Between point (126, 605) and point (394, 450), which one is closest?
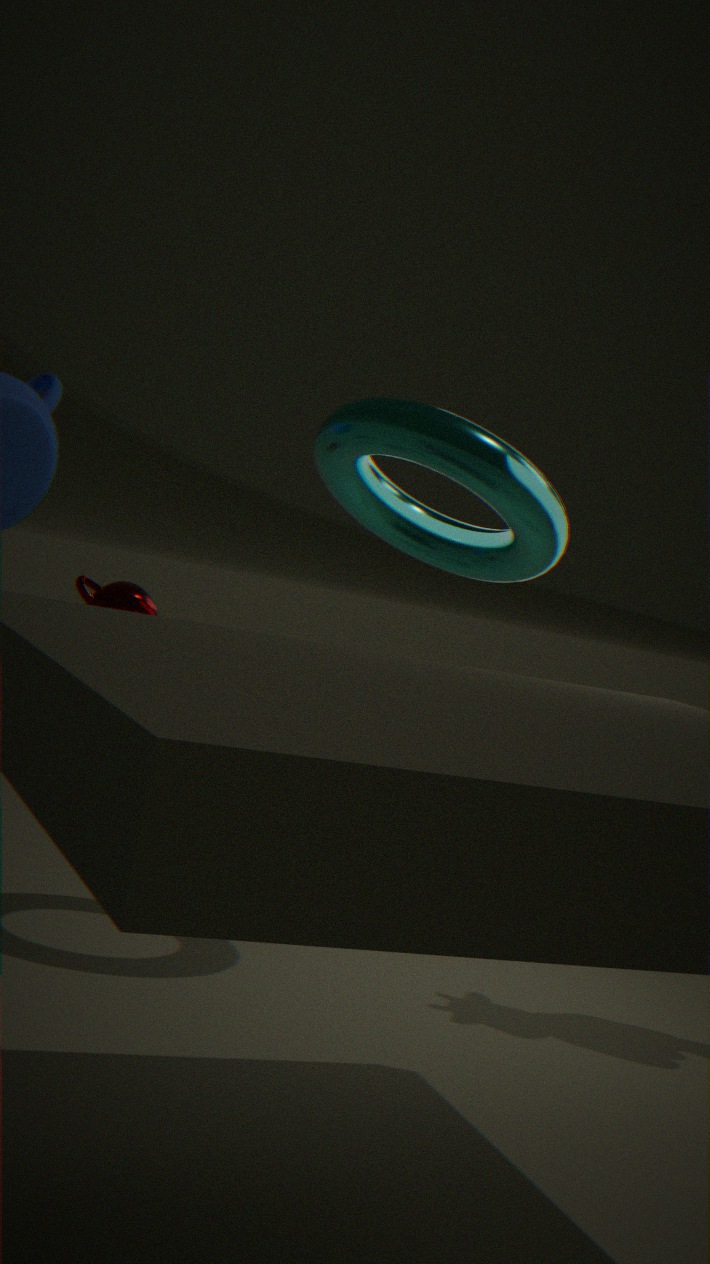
point (394, 450)
